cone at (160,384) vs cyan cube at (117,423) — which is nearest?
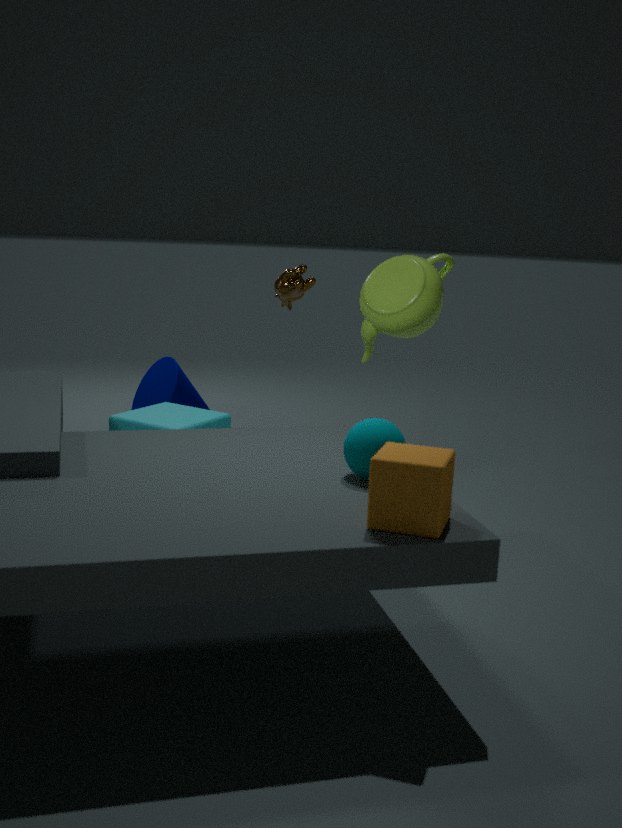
cyan cube at (117,423)
